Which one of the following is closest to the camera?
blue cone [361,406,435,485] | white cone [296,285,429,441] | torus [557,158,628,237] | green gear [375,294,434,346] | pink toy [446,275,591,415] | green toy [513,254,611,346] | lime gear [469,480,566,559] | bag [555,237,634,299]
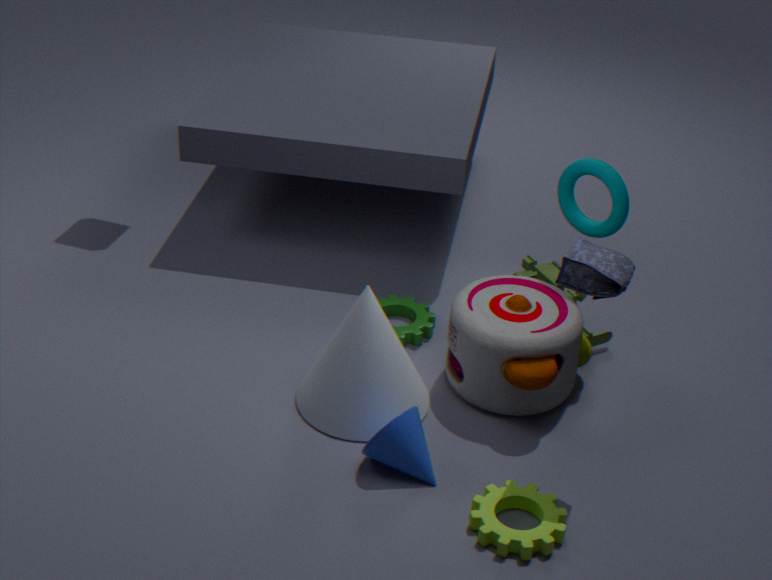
bag [555,237,634,299]
